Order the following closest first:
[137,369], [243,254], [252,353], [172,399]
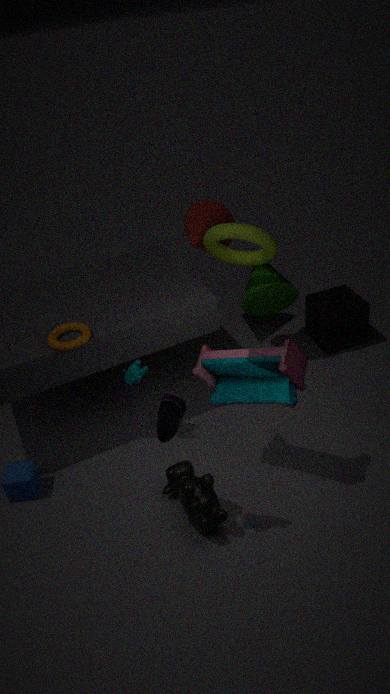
[172,399]
[252,353]
[137,369]
[243,254]
